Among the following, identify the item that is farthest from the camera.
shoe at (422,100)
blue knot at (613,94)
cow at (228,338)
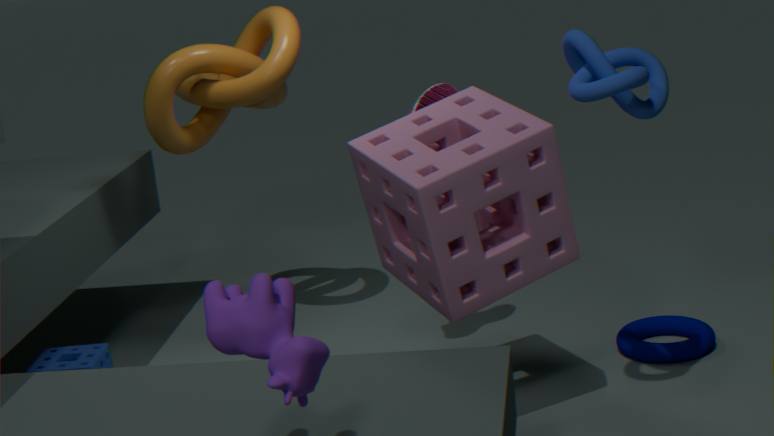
shoe at (422,100)
